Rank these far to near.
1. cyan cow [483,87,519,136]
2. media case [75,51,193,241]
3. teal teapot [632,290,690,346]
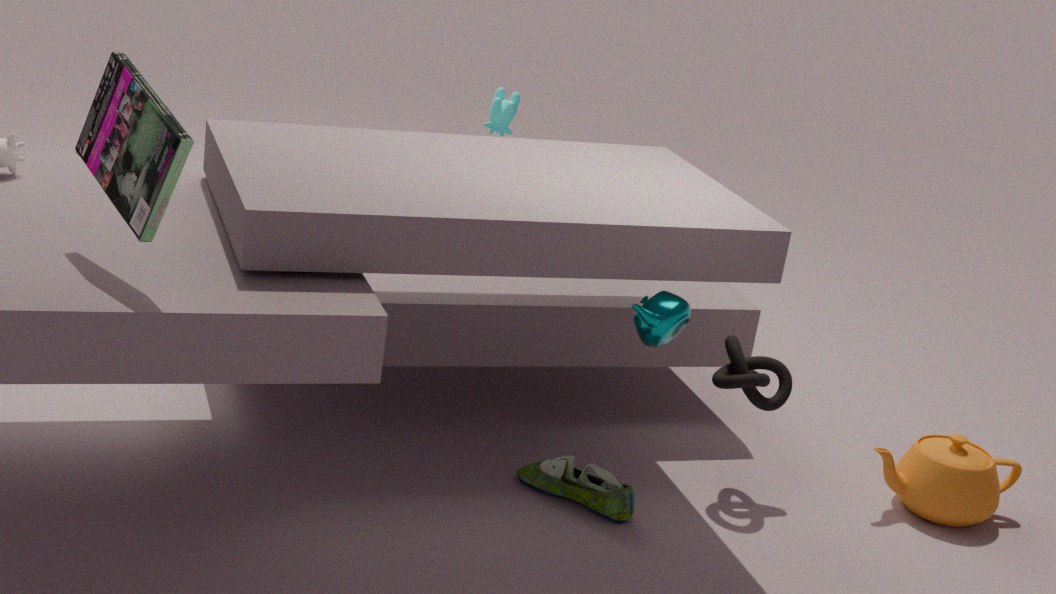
cyan cow [483,87,519,136] → teal teapot [632,290,690,346] → media case [75,51,193,241]
